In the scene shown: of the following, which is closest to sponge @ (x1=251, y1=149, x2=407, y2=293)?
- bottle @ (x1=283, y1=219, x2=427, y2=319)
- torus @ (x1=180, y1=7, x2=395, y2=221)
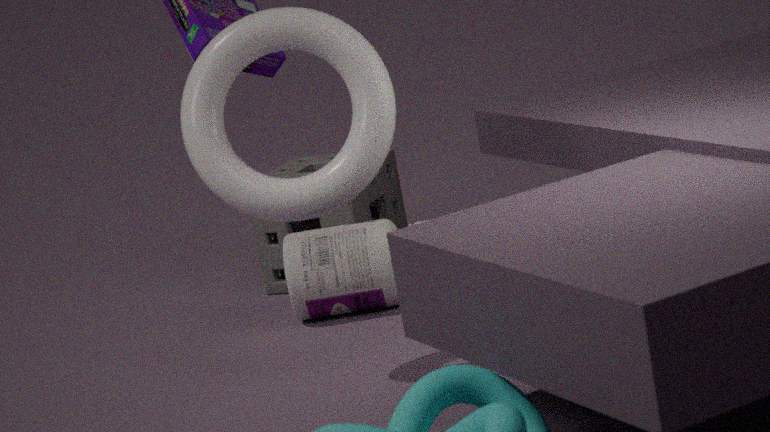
Result: bottle @ (x1=283, y1=219, x2=427, y2=319)
